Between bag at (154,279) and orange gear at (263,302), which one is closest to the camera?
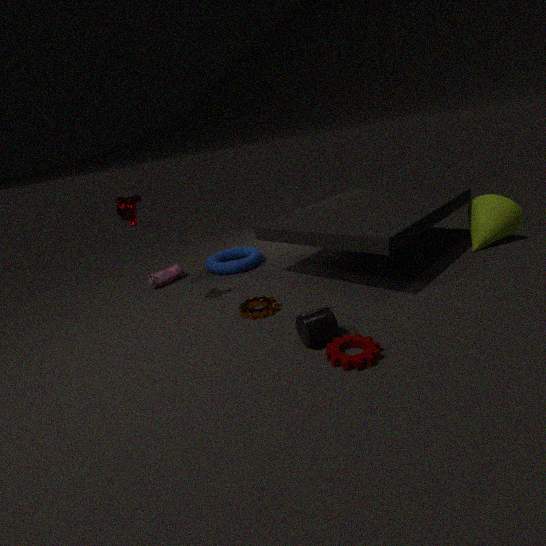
orange gear at (263,302)
